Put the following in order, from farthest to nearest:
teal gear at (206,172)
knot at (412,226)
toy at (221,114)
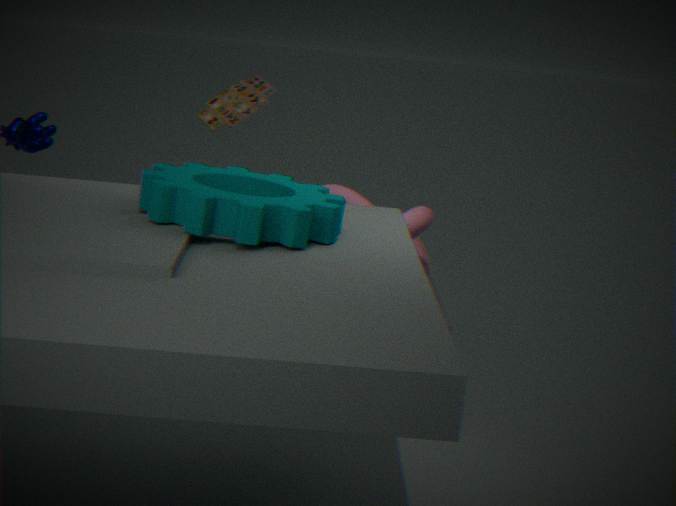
knot at (412,226)
toy at (221,114)
teal gear at (206,172)
